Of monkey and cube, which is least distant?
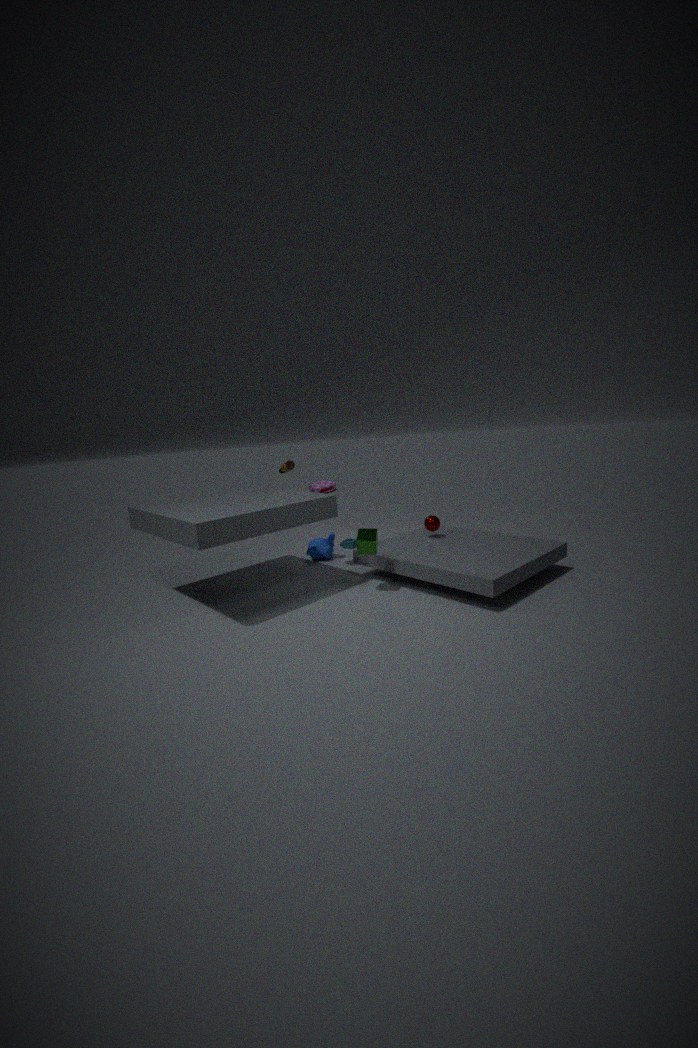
cube
